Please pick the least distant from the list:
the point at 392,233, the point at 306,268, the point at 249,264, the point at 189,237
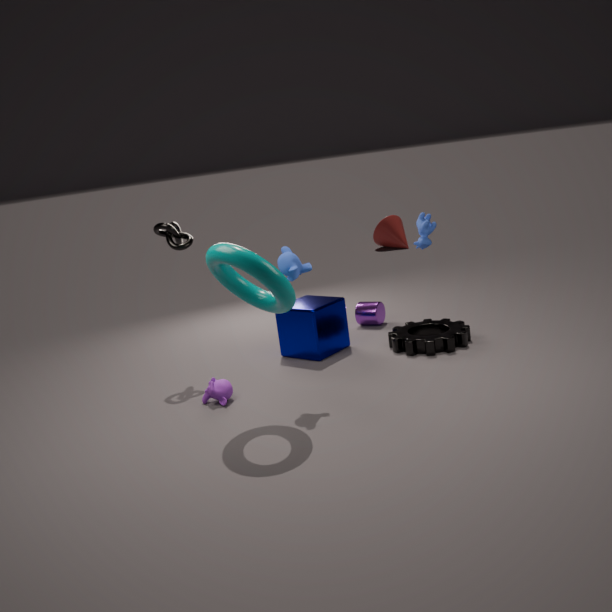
the point at 249,264
